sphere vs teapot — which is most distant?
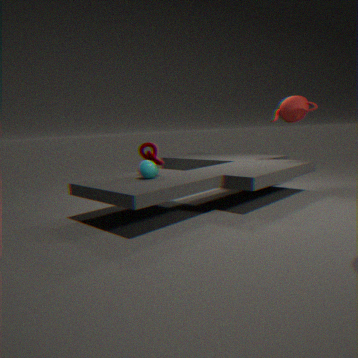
teapot
